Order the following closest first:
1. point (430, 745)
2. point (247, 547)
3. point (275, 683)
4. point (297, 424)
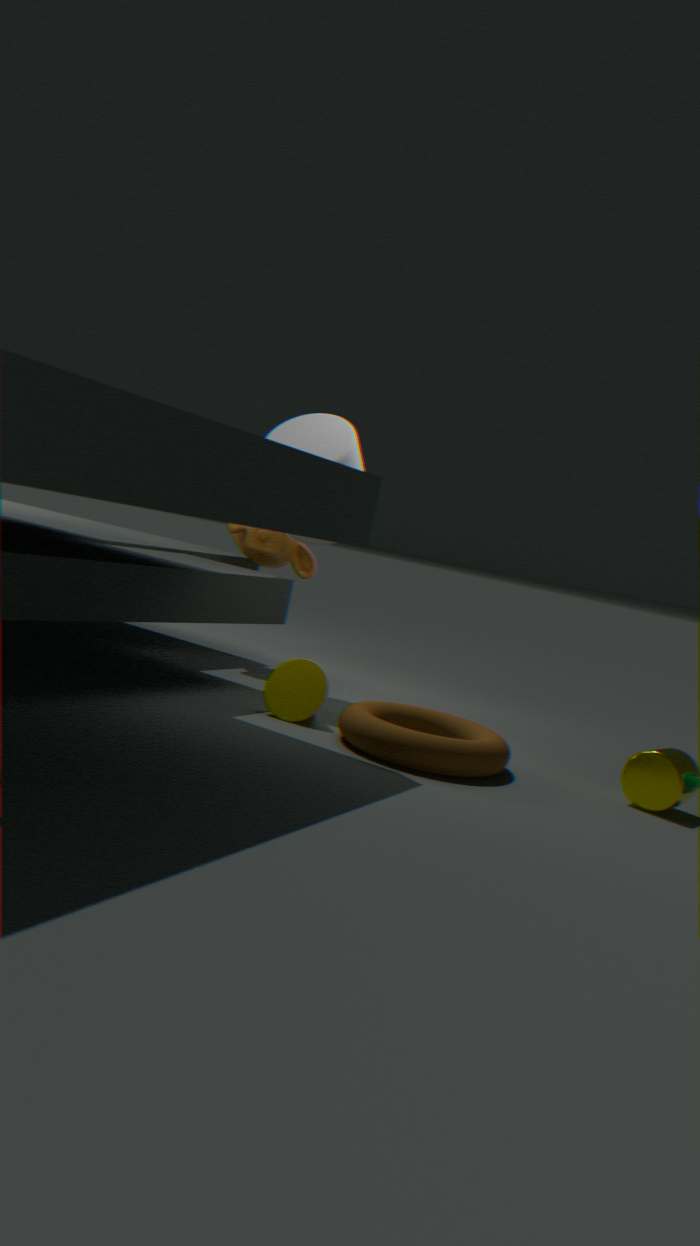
point (430, 745) < point (275, 683) < point (297, 424) < point (247, 547)
